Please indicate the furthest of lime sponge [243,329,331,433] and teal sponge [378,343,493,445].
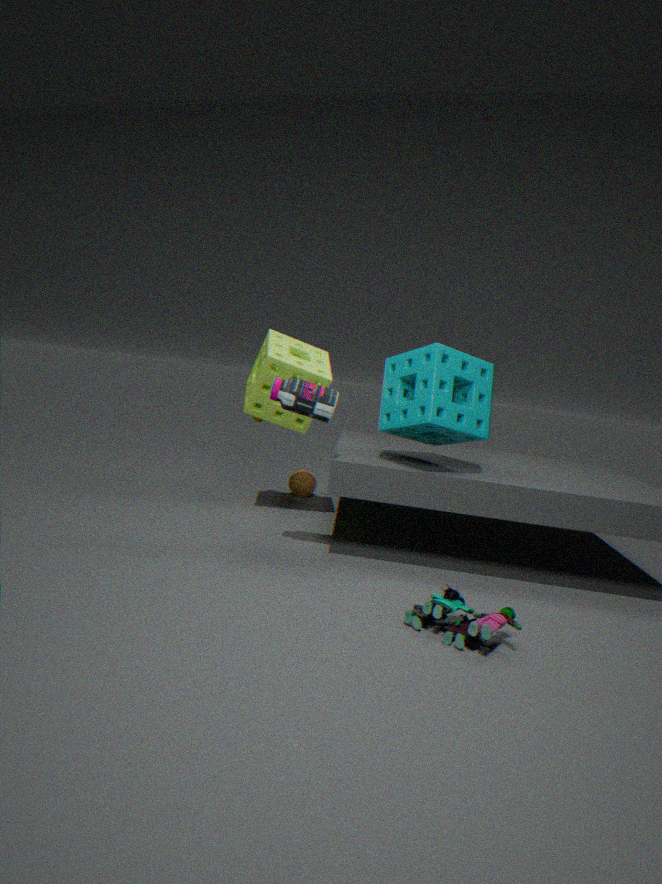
lime sponge [243,329,331,433]
